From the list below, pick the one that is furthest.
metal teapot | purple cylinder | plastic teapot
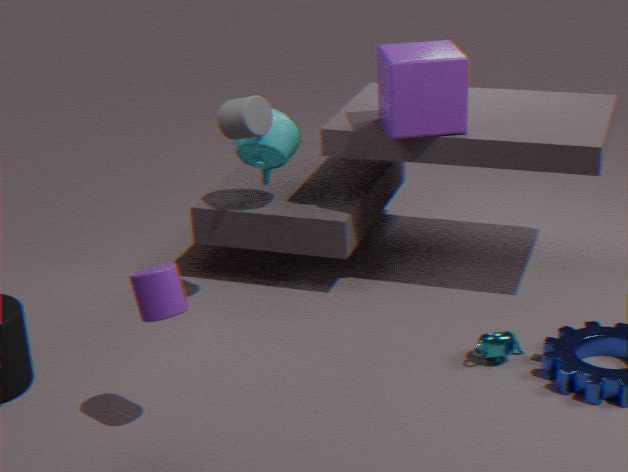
plastic teapot
